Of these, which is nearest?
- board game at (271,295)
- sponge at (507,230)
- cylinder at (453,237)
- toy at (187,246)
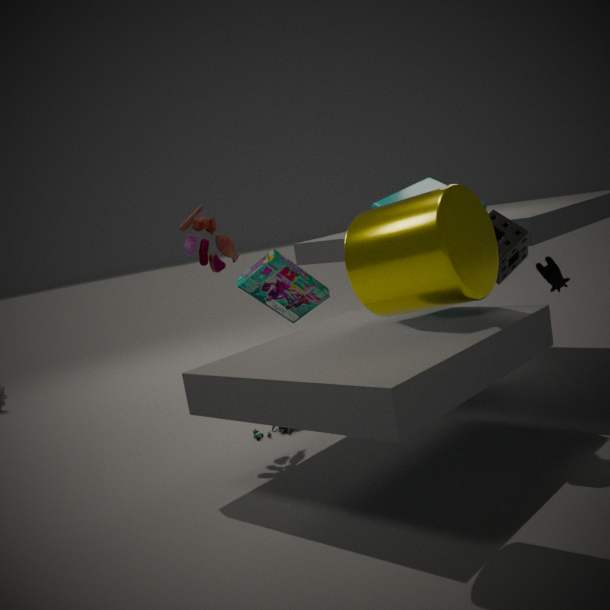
cylinder at (453,237)
